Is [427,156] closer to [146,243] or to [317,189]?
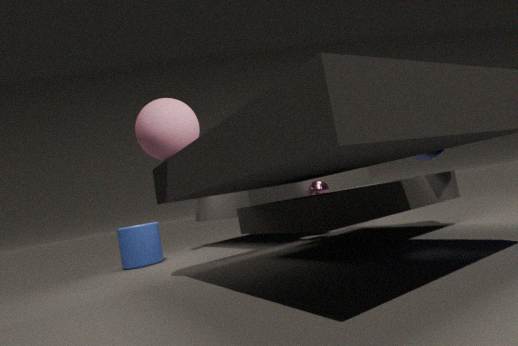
[317,189]
